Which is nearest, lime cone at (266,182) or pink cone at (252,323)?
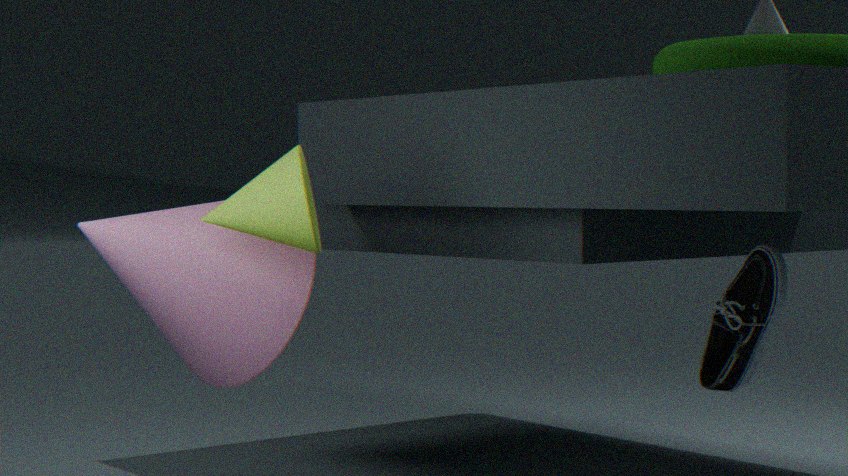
lime cone at (266,182)
